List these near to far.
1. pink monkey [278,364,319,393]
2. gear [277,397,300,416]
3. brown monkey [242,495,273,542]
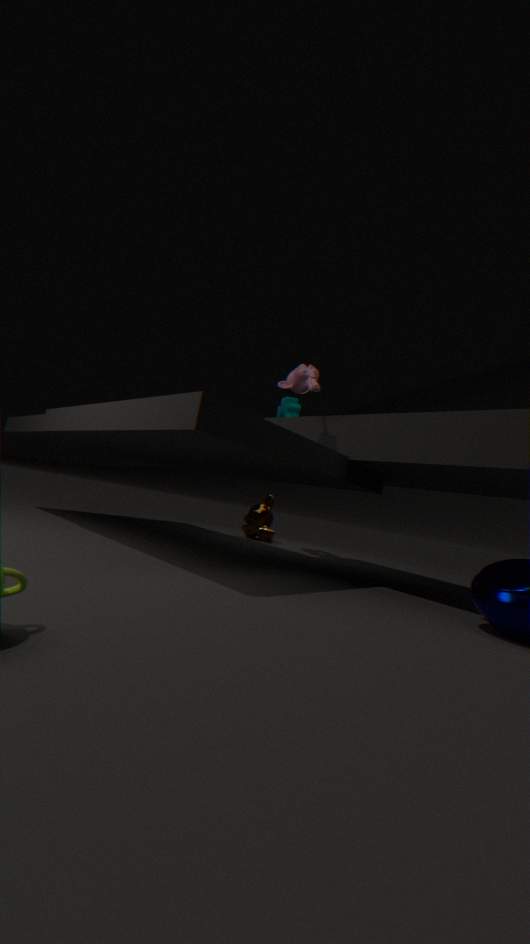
pink monkey [278,364,319,393] → gear [277,397,300,416] → brown monkey [242,495,273,542]
